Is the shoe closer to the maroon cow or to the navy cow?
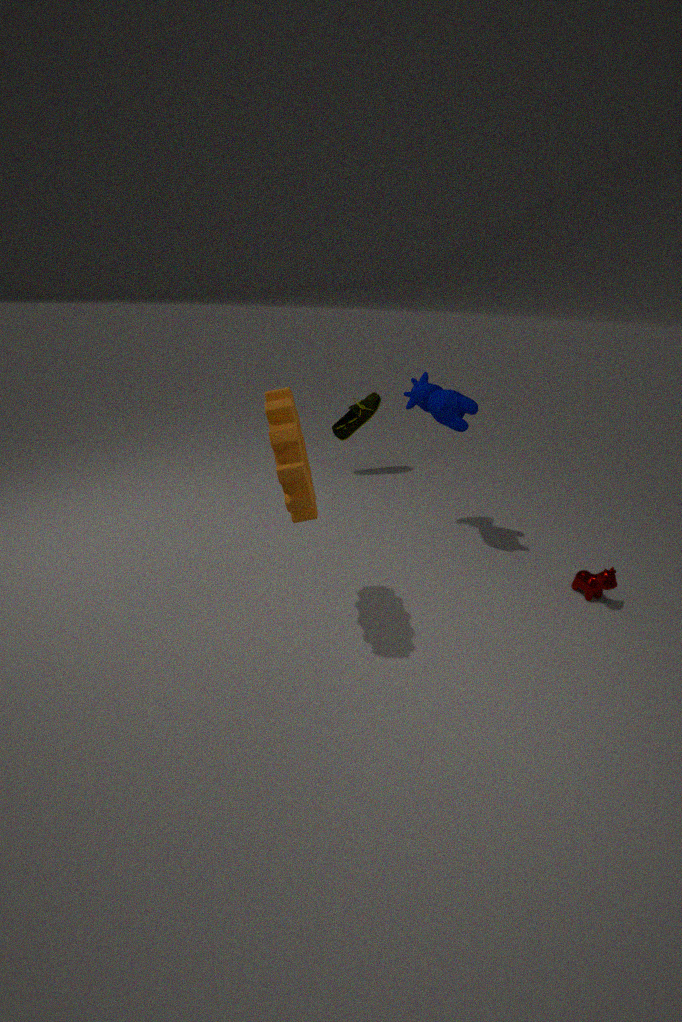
the navy cow
